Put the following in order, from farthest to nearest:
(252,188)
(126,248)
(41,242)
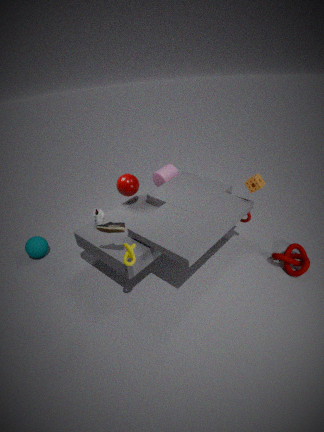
(41,242) < (252,188) < (126,248)
